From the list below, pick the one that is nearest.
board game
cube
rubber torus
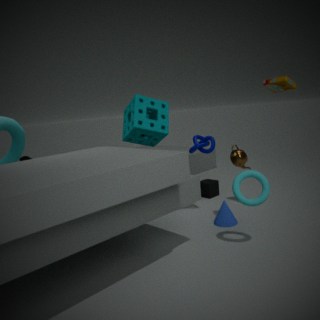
rubber torus
